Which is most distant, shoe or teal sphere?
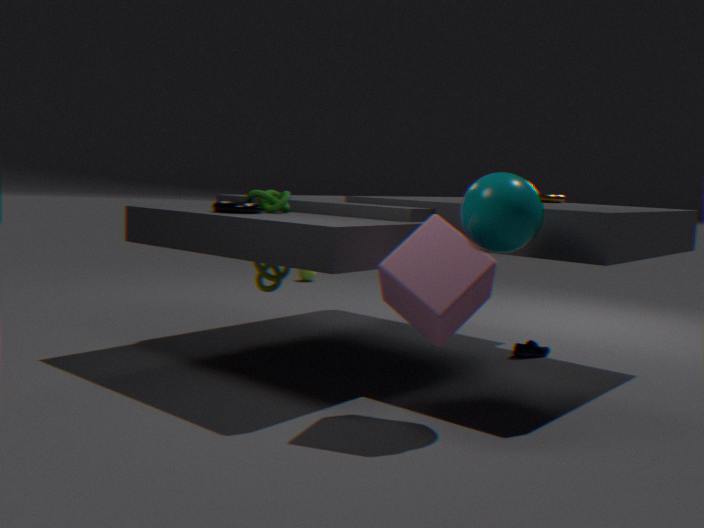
shoe
